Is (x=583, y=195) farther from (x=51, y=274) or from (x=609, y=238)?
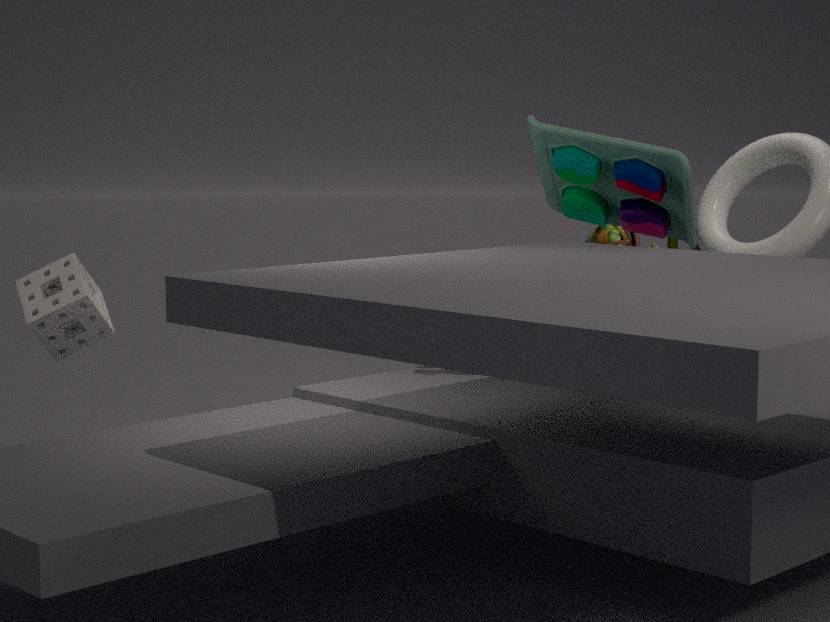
(x=51, y=274)
